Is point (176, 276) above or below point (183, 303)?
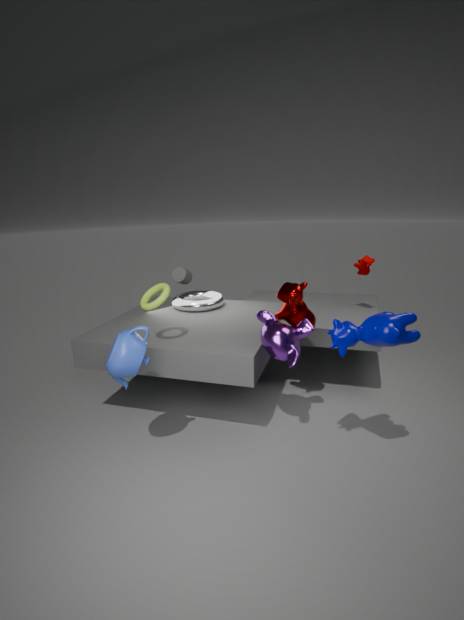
above
